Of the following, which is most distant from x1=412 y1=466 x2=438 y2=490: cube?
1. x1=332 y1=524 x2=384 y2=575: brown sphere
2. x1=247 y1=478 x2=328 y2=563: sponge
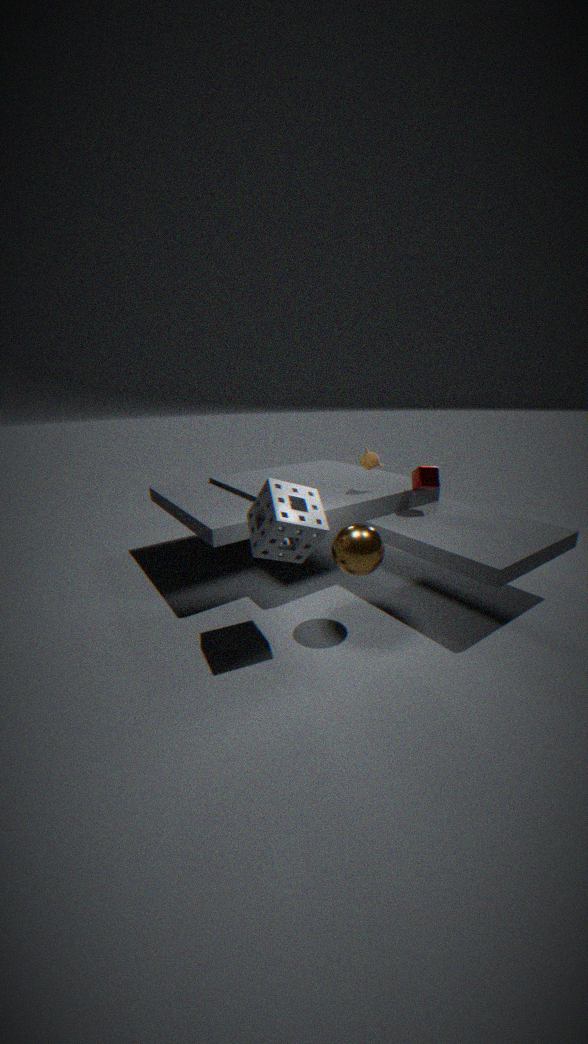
x1=247 y1=478 x2=328 y2=563: sponge
